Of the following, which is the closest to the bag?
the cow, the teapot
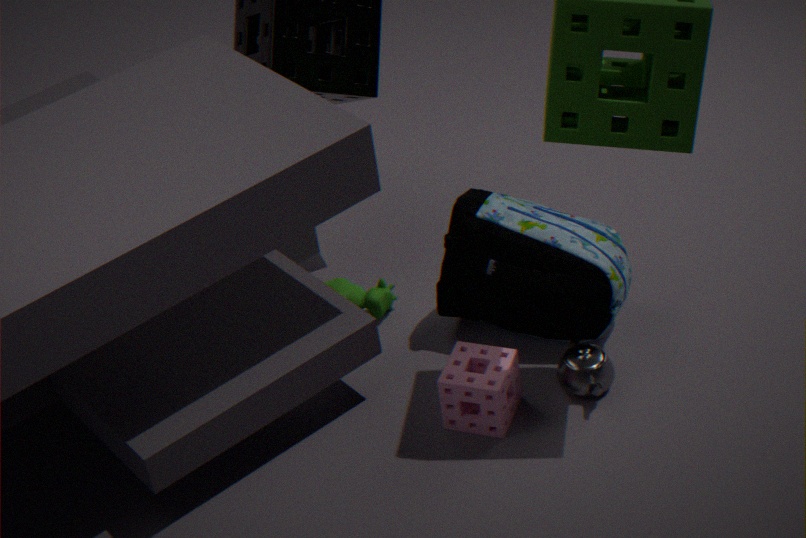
the teapot
